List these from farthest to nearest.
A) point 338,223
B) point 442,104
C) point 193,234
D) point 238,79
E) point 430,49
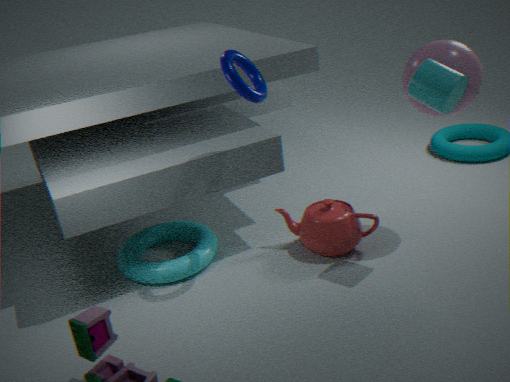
1. point 193,234
2. point 338,223
3. point 430,49
4. point 238,79
5. point 442,104
